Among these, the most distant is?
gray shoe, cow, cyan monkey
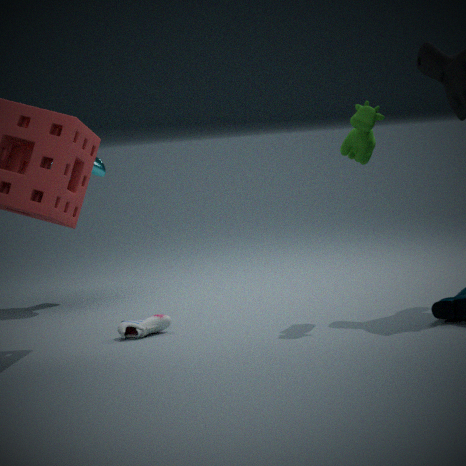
cyan monkey
